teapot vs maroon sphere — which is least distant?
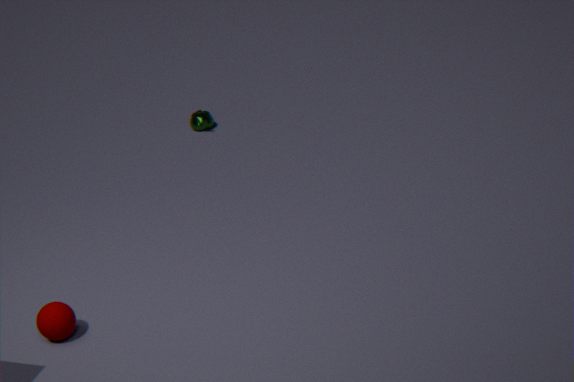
maroon sphere
